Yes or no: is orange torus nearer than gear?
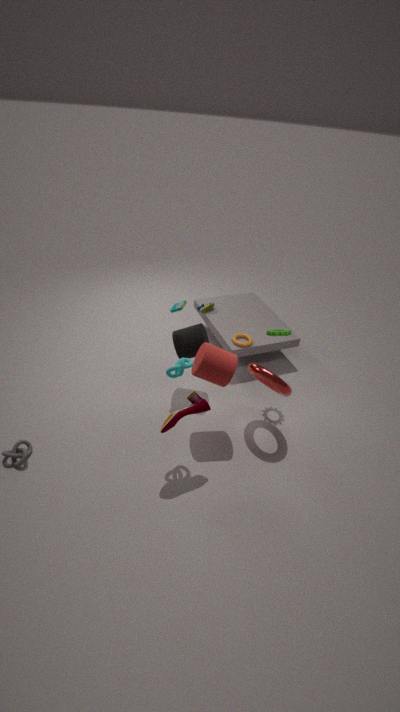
No
